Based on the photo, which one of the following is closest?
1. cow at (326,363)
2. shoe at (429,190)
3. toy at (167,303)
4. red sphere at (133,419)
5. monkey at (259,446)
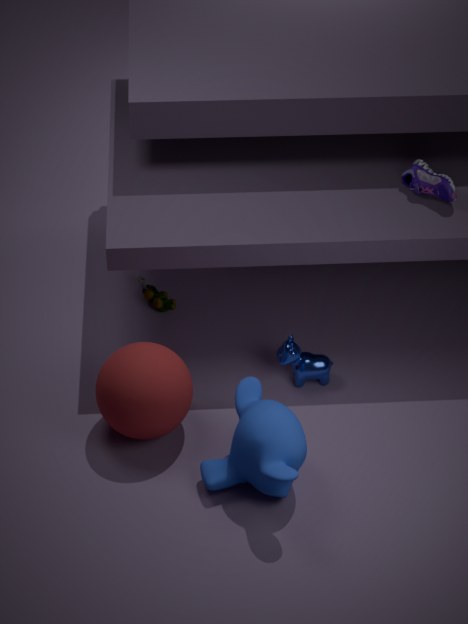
monkey at (259,446)
